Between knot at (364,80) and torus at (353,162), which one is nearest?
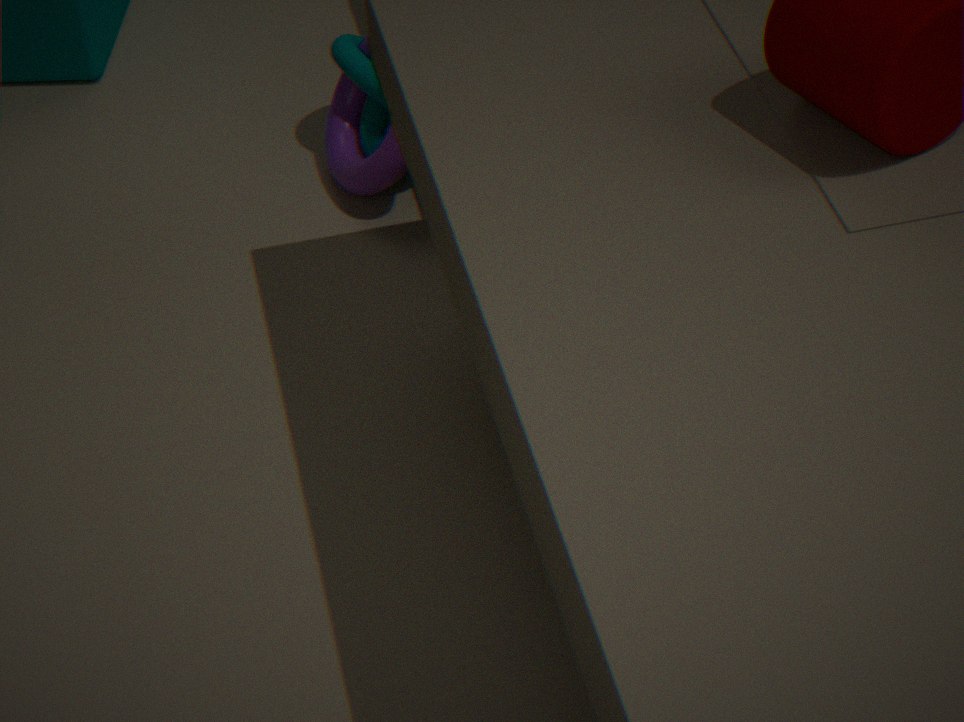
torus at (353,162)
